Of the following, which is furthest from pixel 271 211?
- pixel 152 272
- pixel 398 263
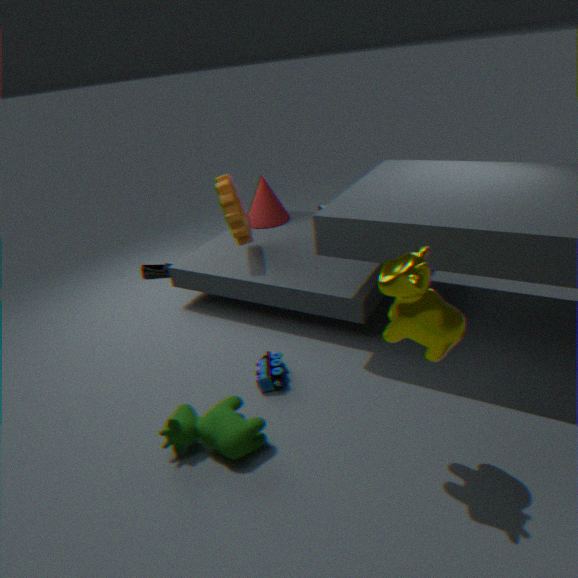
pixel 398 263
